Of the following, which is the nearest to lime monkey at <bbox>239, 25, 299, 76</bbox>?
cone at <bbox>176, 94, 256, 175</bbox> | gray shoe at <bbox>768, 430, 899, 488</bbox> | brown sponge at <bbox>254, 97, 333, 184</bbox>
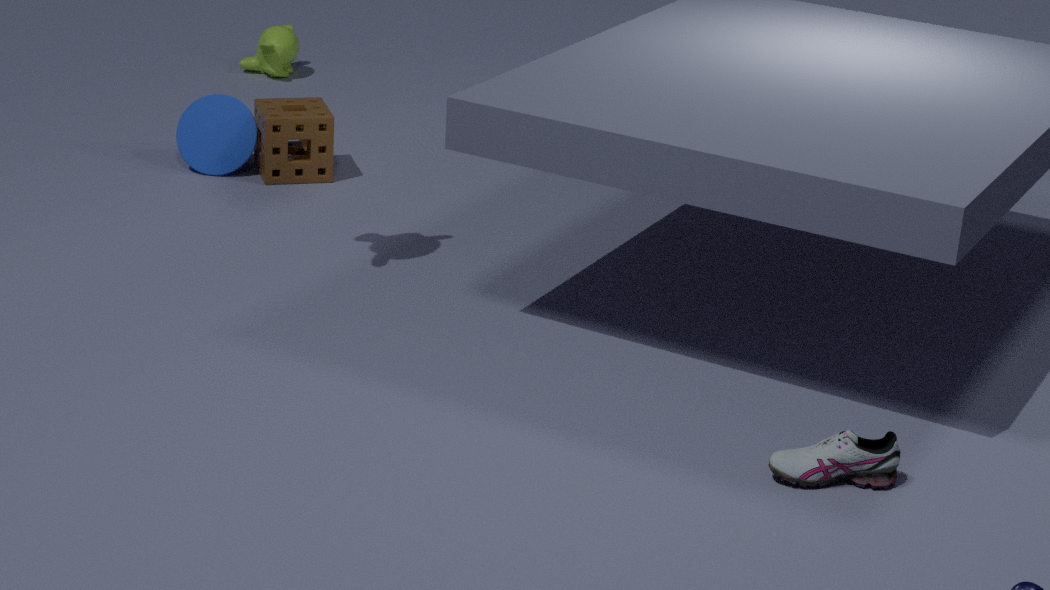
cone at <bbox>176, 94, 256, 175</bbox>
